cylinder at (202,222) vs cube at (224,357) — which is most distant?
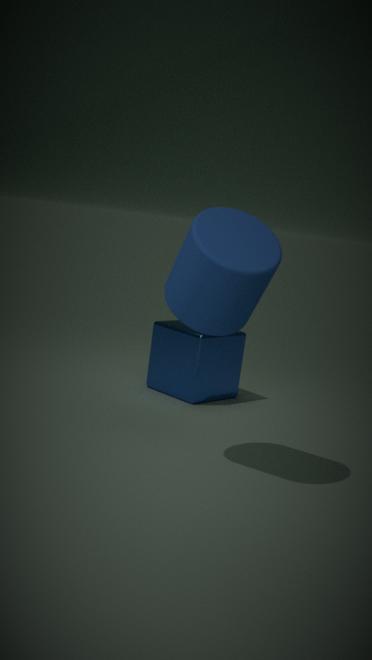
cube at (224,357)
